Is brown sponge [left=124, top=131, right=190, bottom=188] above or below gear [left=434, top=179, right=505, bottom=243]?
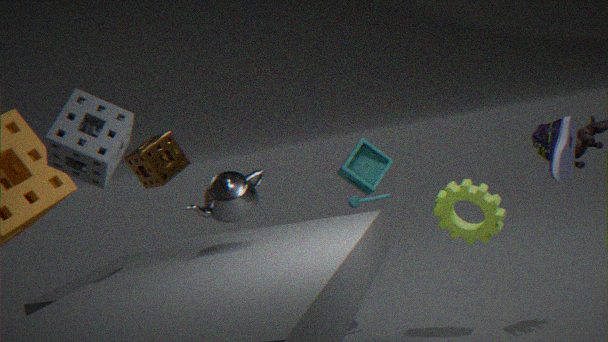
above
